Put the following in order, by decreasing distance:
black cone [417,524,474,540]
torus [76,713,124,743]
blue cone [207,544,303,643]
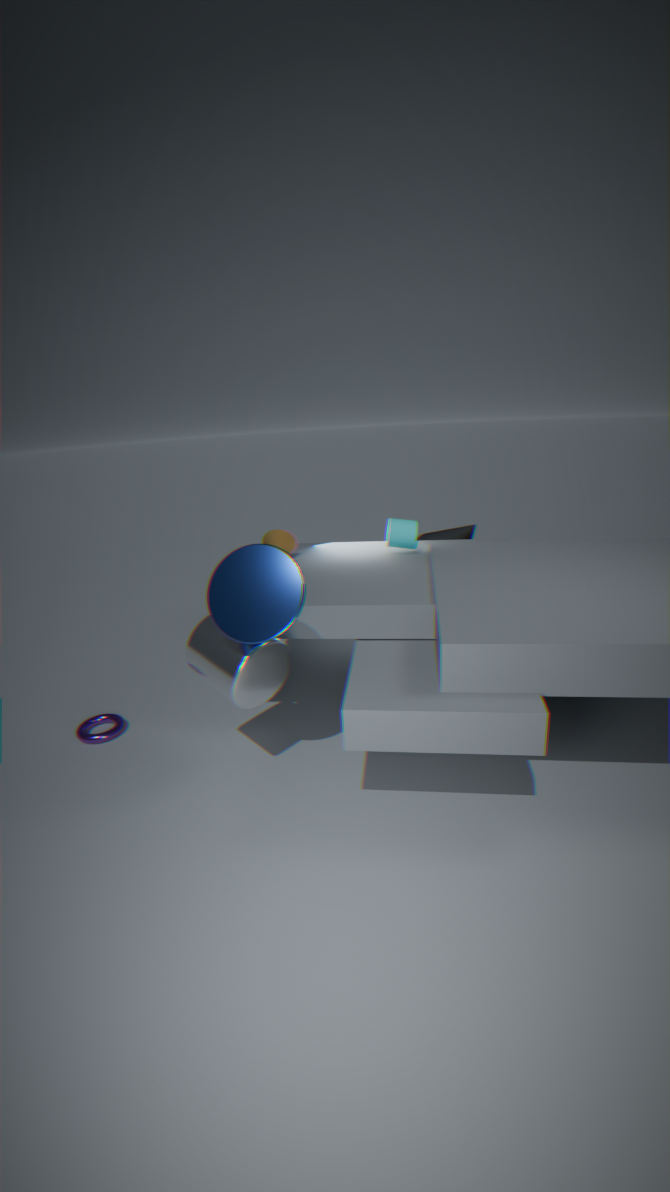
black cone [417,524,474,540] < torus [76,713,124,743] < blue cone [207,544,303,643]
